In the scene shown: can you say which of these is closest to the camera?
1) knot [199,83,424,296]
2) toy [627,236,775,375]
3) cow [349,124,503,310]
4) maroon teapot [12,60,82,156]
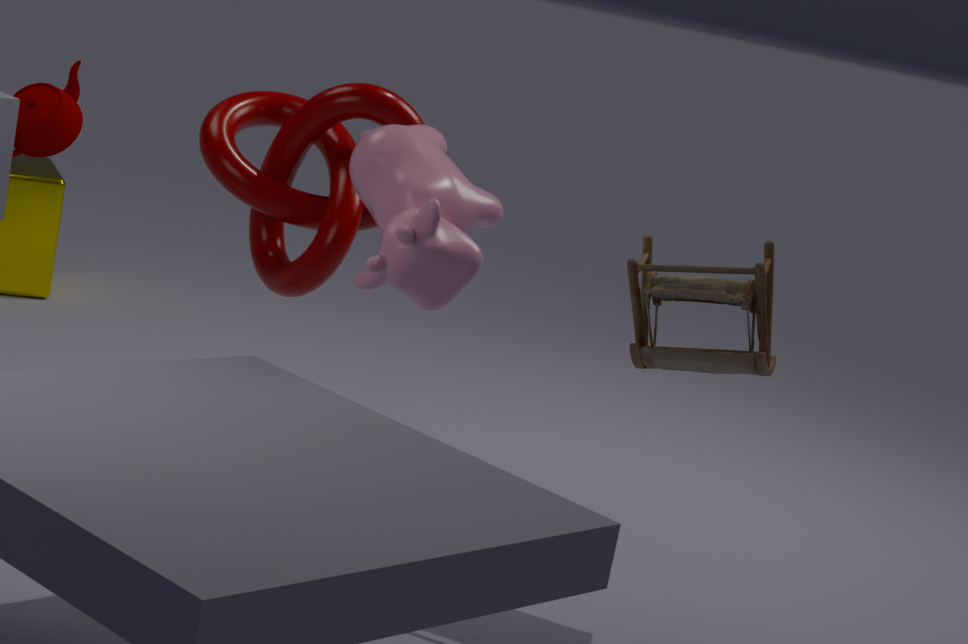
3. cow [349,124,503,310]
